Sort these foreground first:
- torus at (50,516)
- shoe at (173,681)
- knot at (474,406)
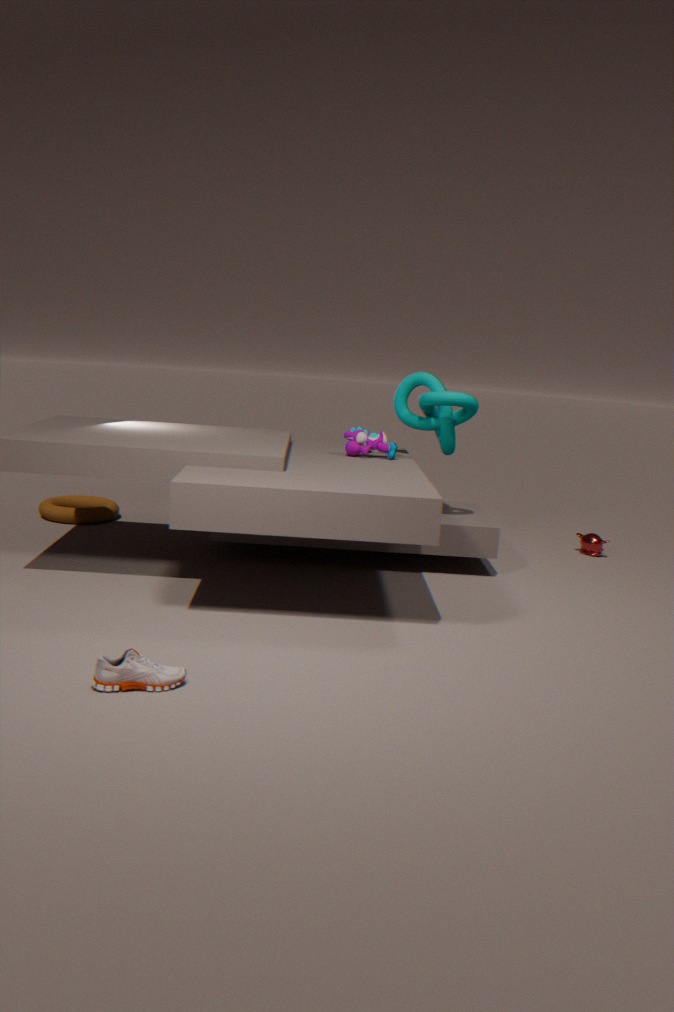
shoe at (173,681) < knot at (474,406) < torus at (50,516)
